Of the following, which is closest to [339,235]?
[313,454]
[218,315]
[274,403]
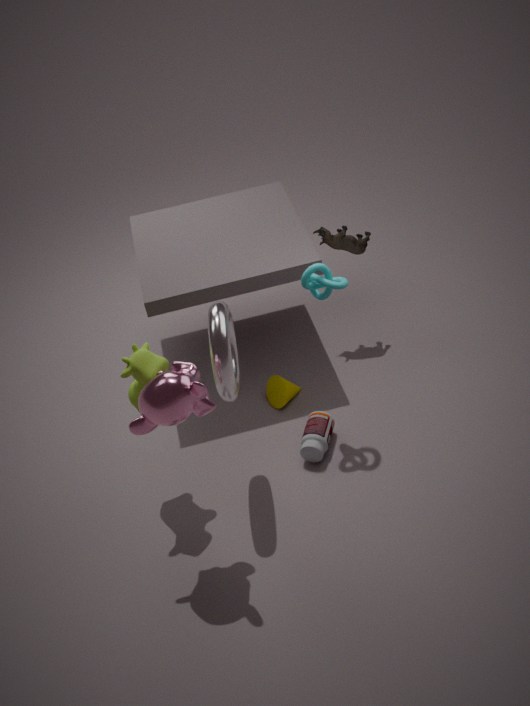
[274,403]
